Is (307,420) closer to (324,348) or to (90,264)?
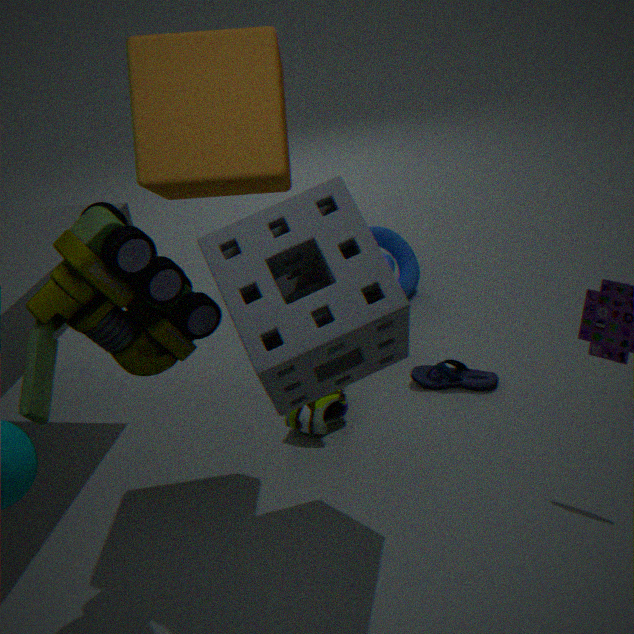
(324,348)
